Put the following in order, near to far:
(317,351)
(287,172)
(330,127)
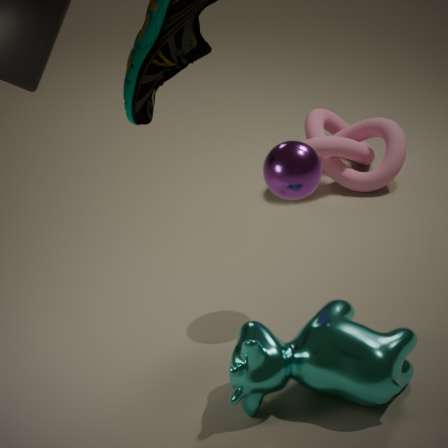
1. (317,351)
2. (287,172)
3. (330,127)
